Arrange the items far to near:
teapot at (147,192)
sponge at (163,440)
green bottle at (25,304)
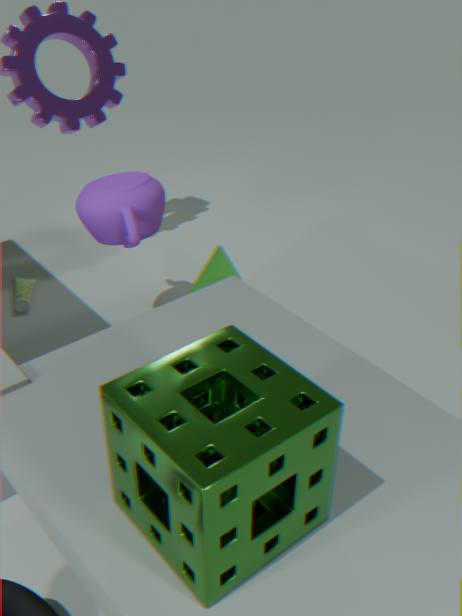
1. green bottle at (25,304)
2. teapot at (147,192)
3. sponge at (163,440)
